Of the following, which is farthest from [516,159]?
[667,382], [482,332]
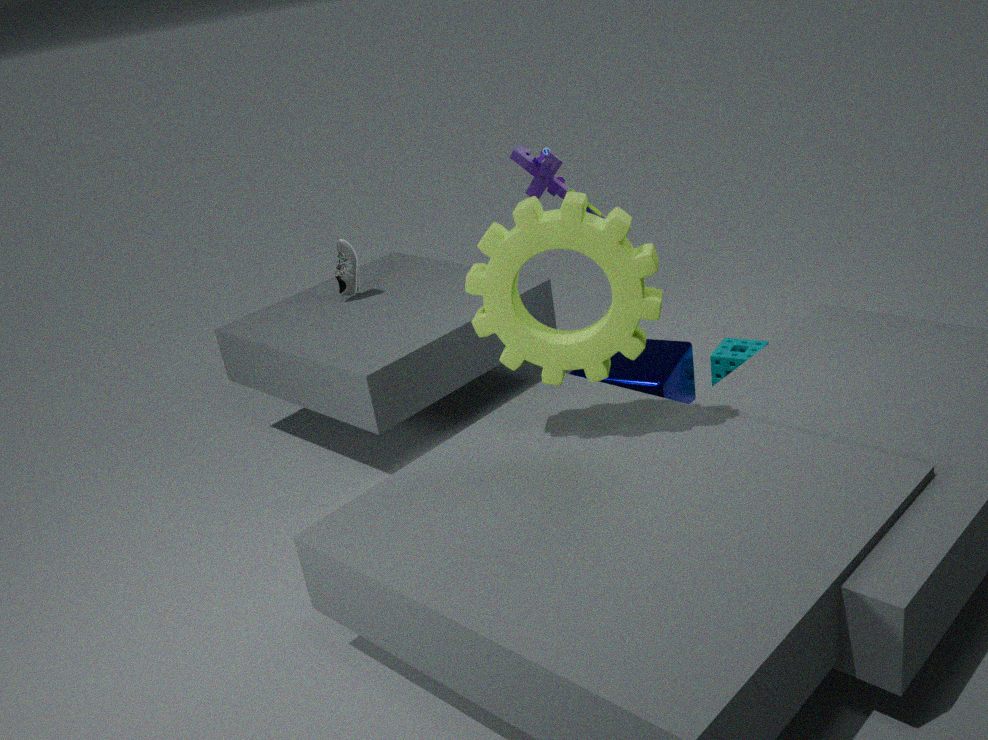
[667,382]
